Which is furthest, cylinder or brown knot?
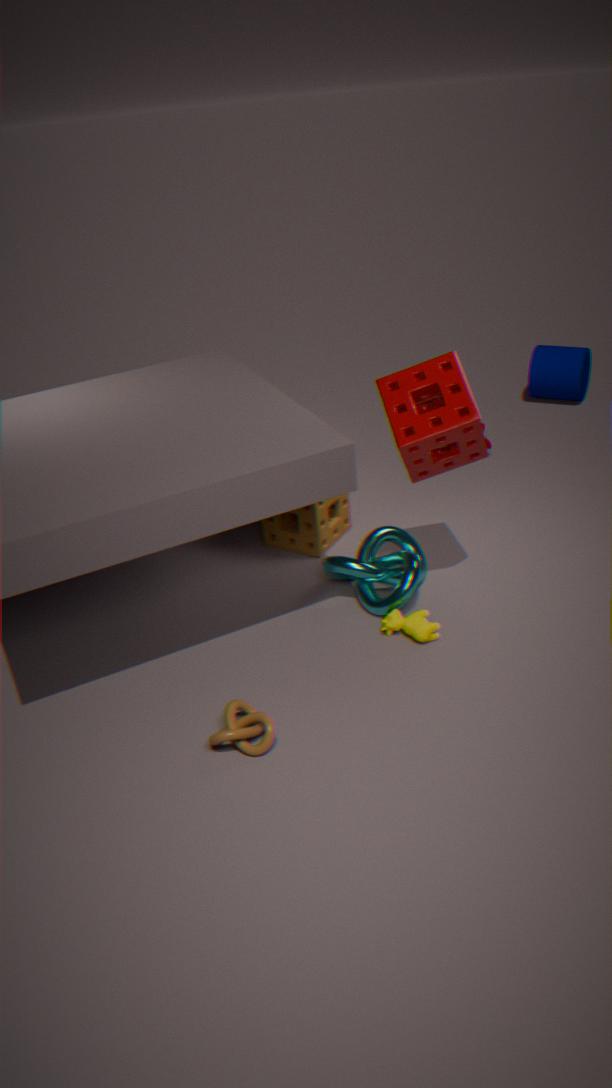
cylinder
